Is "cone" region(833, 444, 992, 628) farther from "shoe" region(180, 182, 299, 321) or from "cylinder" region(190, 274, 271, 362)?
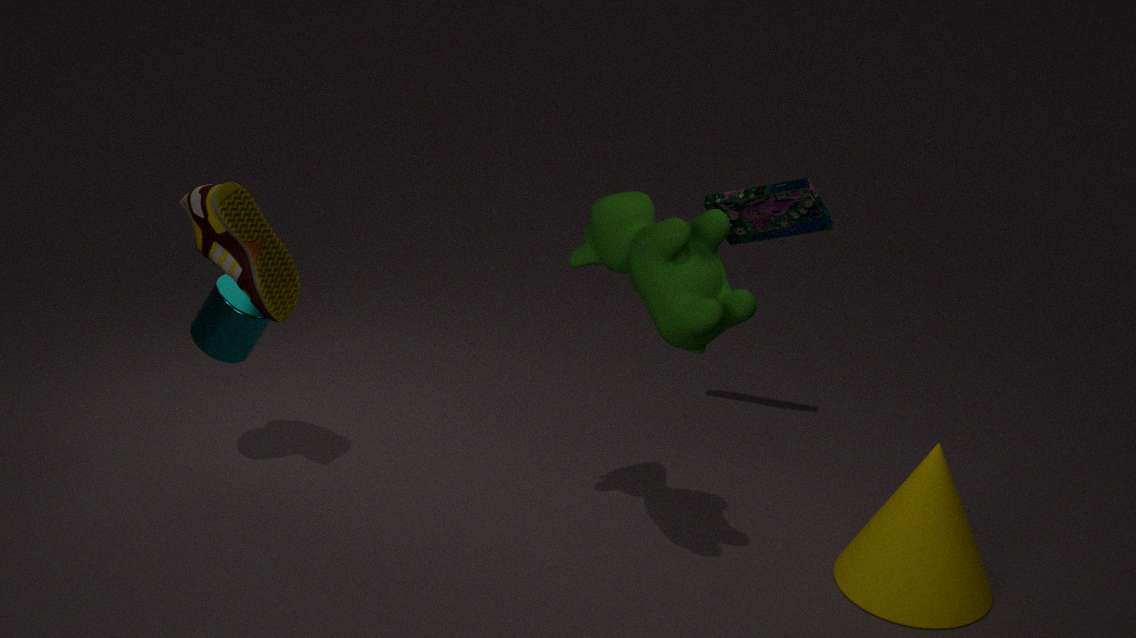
"cylinder" region(190, 274, 271, 362)
